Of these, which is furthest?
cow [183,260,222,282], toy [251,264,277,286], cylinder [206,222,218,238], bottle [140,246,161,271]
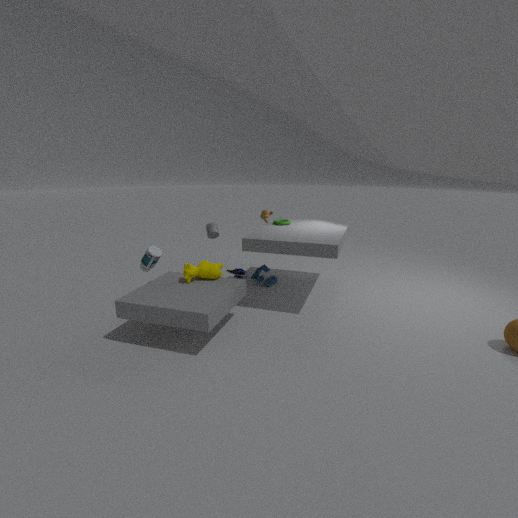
toy [251,264,277,286]
